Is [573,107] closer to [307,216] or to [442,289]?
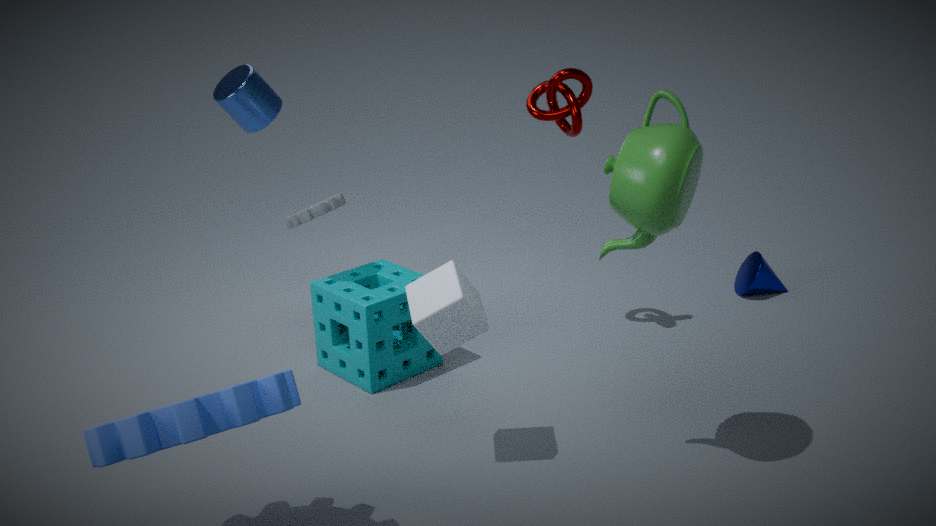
[442,289]
